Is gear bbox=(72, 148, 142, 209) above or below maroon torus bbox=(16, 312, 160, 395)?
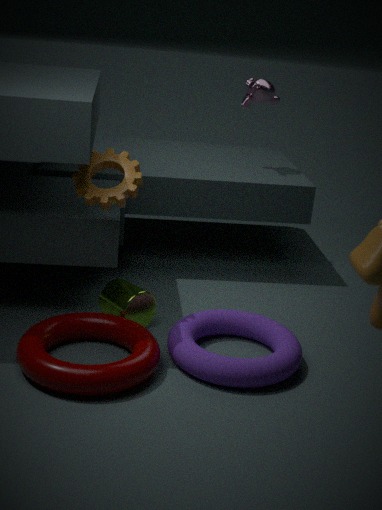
above
